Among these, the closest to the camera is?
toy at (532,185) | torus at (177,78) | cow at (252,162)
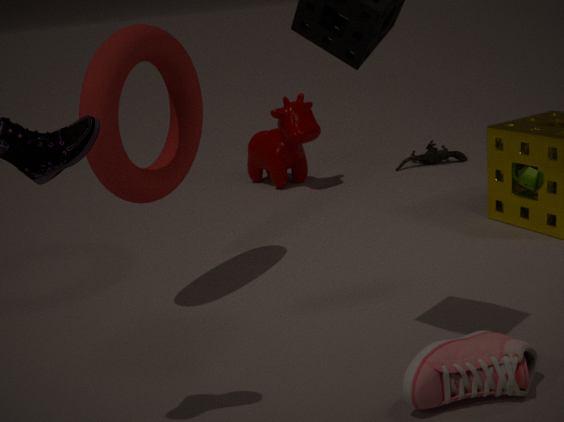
torus at (177,78)
